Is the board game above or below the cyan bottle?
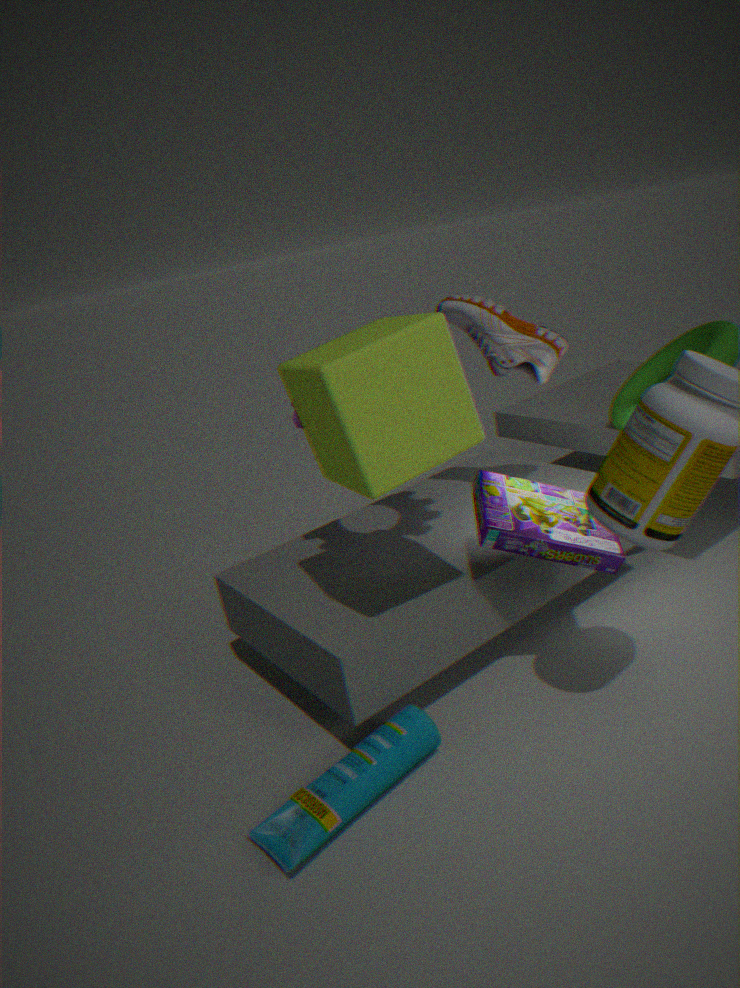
above
